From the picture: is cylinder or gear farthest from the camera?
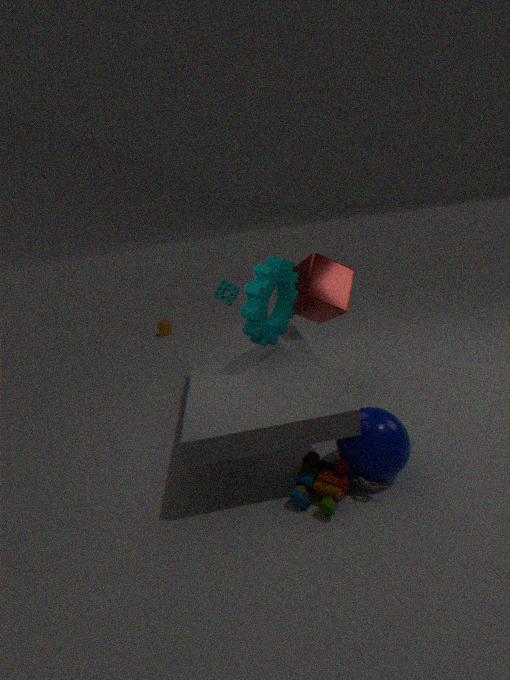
cylinder
